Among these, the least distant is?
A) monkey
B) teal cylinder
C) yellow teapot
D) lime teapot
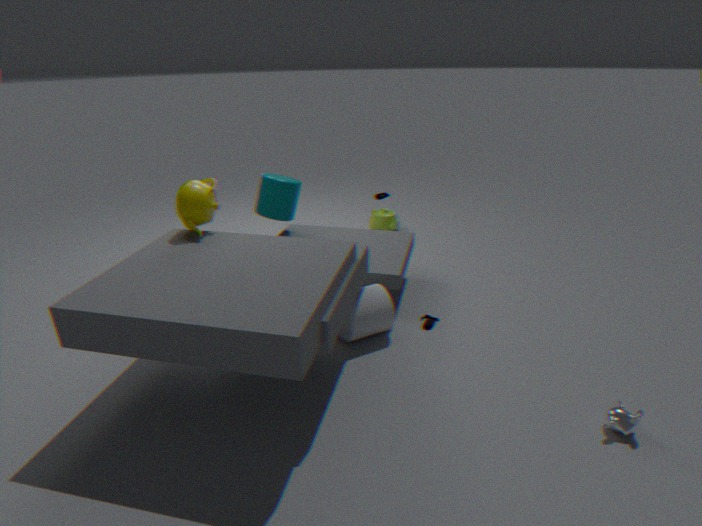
monkey
